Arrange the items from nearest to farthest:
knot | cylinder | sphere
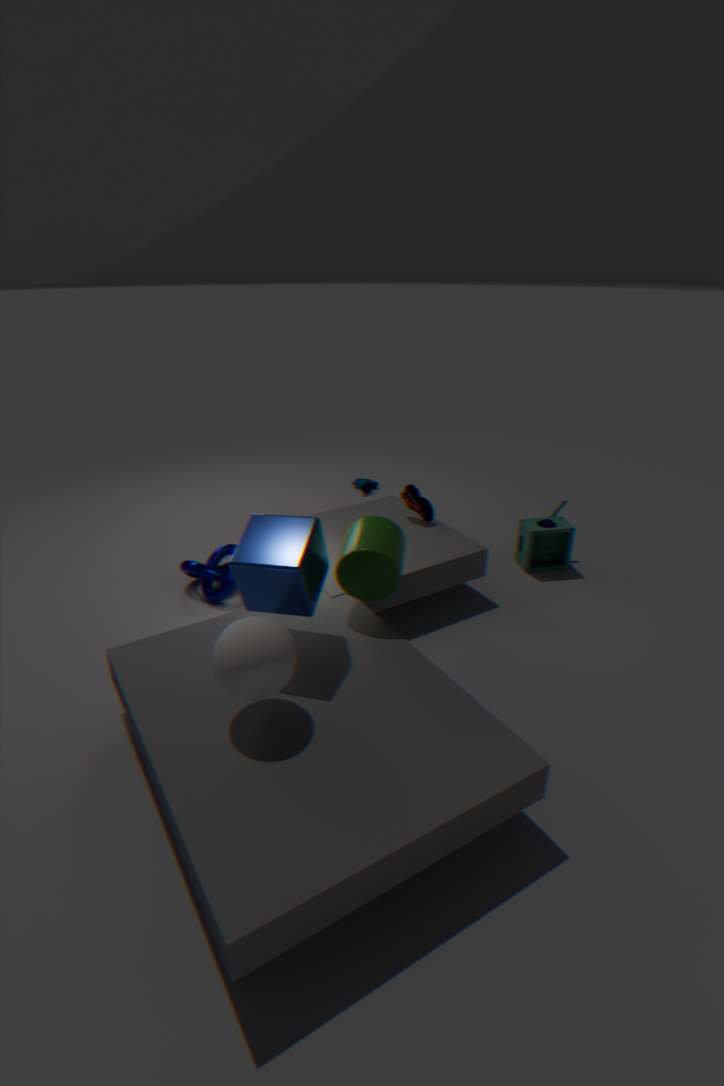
sphere
cylinder
knot
